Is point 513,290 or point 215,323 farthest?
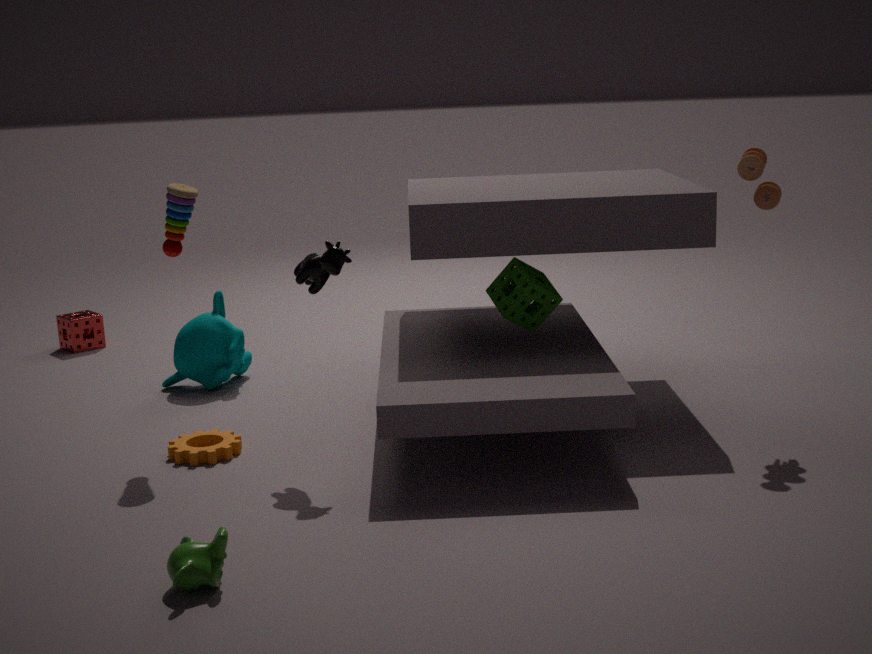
point 215,323
